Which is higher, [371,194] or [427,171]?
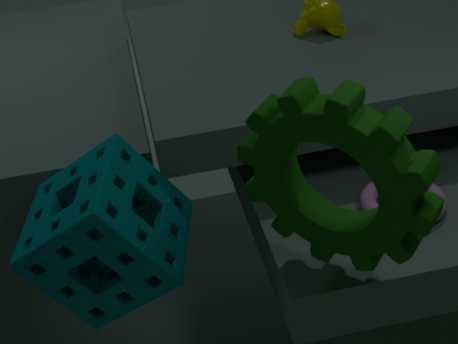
[427,171]
